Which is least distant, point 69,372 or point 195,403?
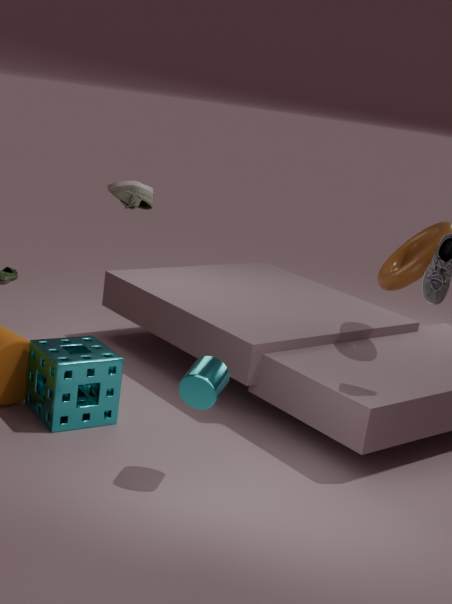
point 195,403
